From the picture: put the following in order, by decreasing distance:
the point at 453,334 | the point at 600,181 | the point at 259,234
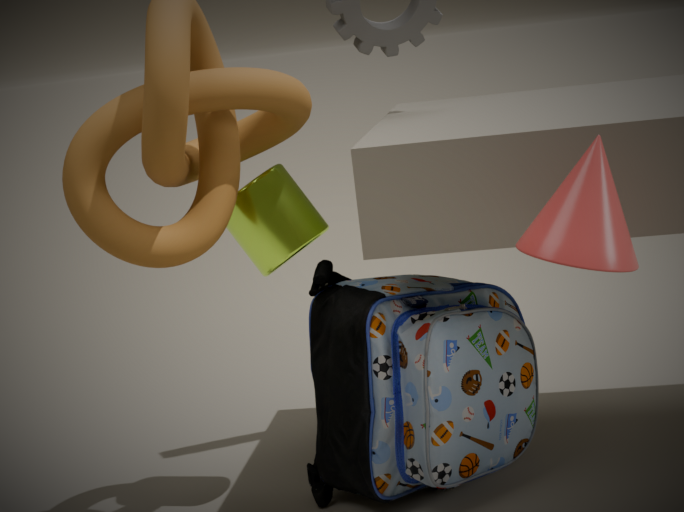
the point at 259,234 → the point at 453,334 → the point at 600,181
